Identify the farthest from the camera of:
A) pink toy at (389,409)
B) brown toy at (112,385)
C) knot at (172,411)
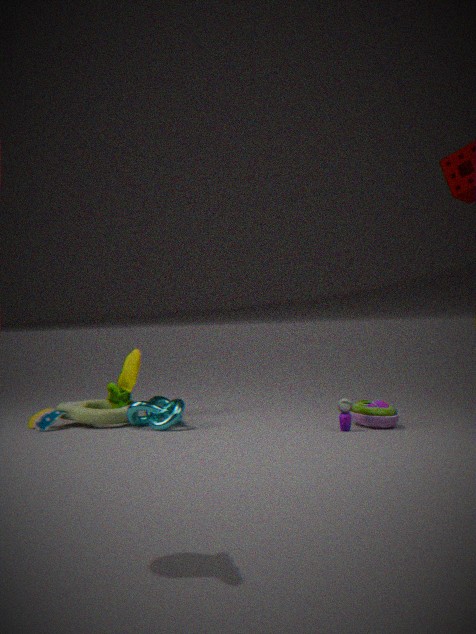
brown toy at (112,385)
